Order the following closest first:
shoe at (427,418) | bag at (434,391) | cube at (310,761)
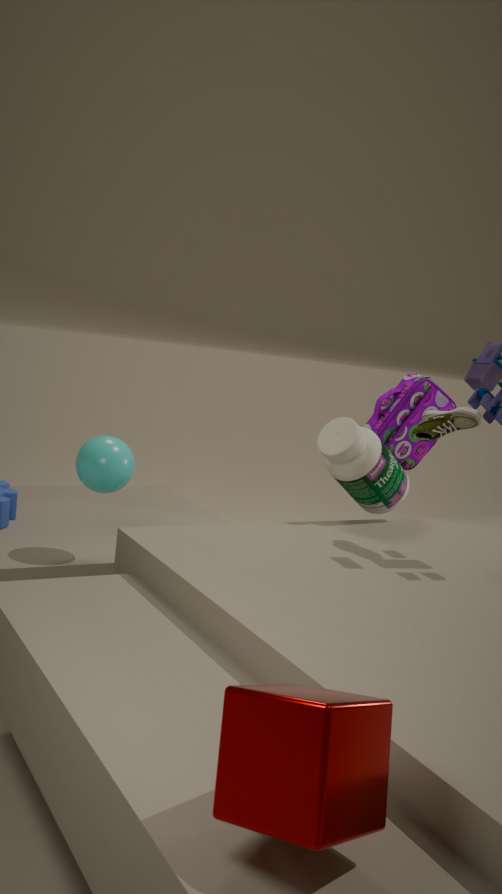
cube at (310,761) → shoe at (427,418) → bag at (434,391)
